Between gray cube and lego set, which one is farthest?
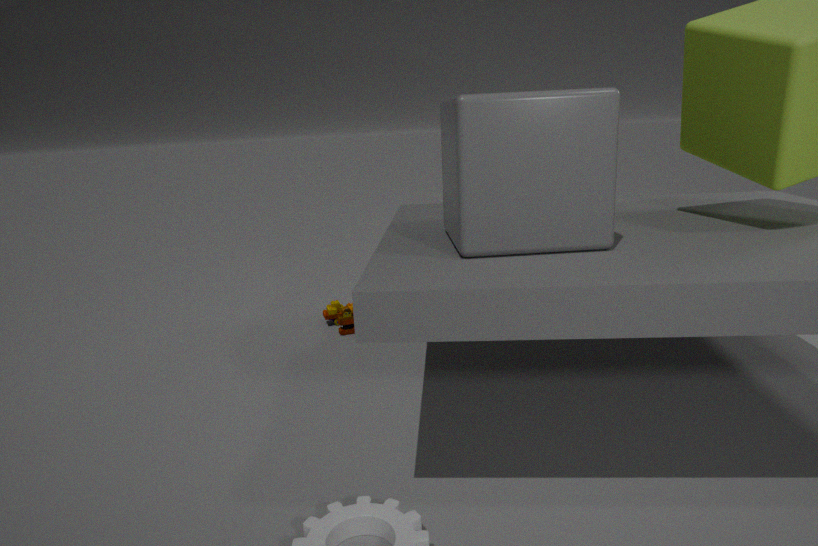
lego set
